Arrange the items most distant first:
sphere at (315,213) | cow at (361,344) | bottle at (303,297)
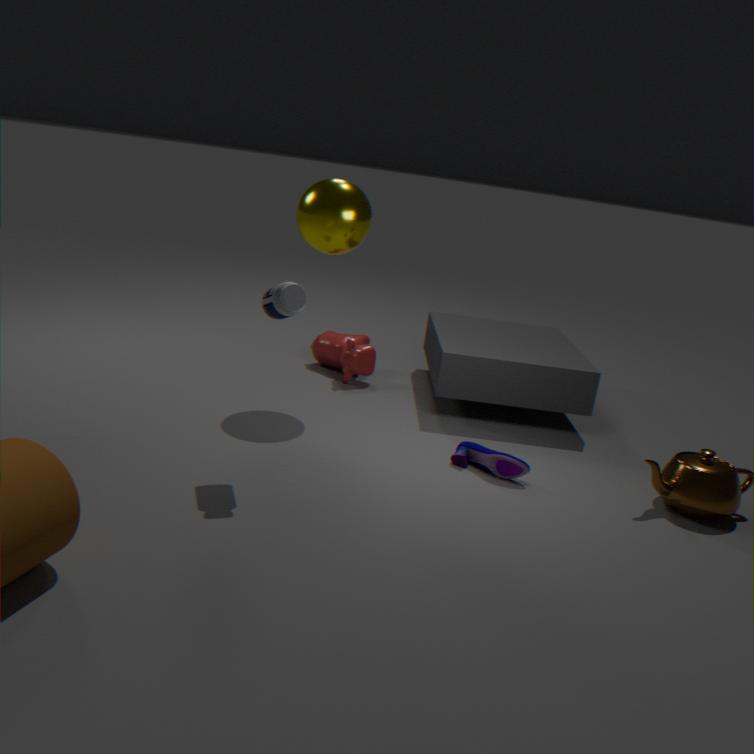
cow at (361,344)
sphere at (315,213)
bottle at (303,297)
